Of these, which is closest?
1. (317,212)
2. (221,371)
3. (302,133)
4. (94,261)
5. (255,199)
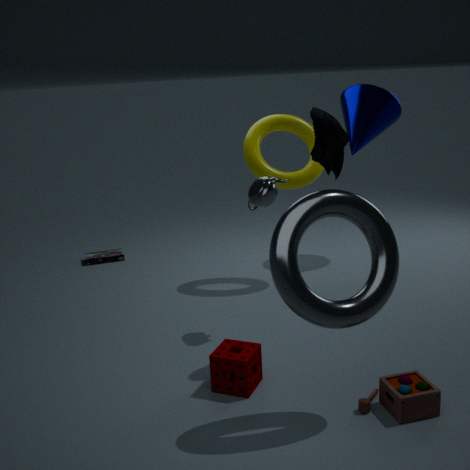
(317,212)
